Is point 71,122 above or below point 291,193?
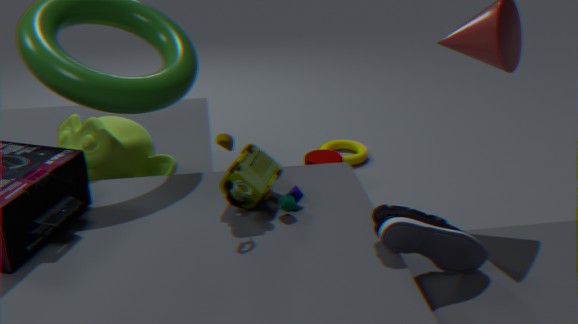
below
